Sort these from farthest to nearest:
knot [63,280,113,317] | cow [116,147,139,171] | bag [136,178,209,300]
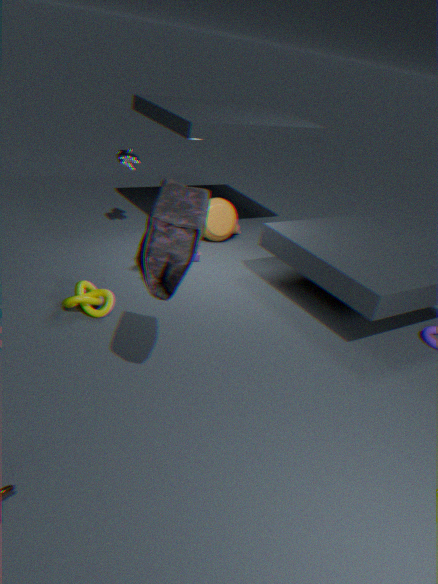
cow [116,147,139,171] < knot [63,280,113,317] < bag [136,178,209,300]
